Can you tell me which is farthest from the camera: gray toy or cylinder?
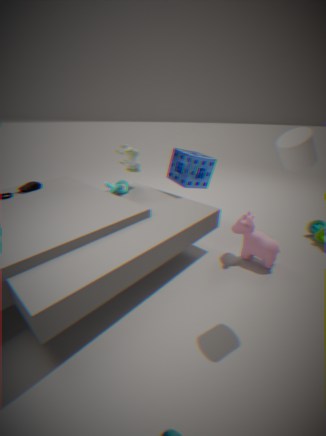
gray toy
